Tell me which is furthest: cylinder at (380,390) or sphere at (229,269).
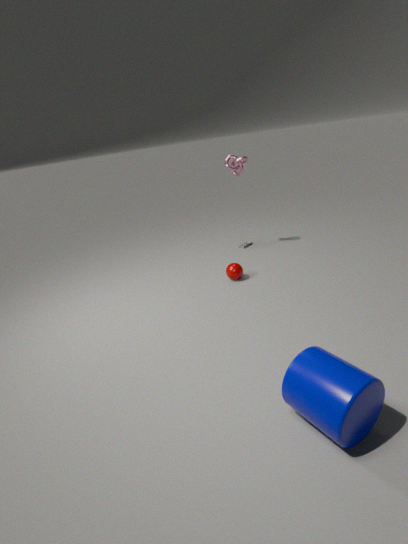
sphere at (229,269)
